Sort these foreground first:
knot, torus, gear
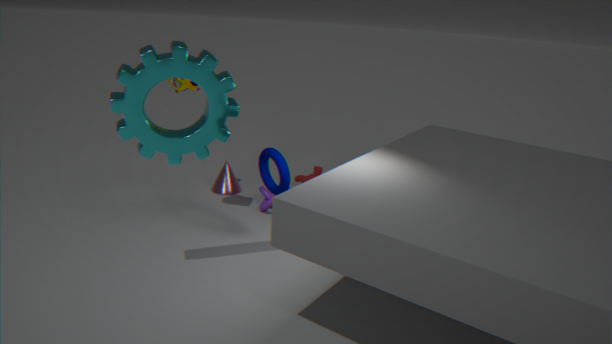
1. gear
2. torus
3. knot
